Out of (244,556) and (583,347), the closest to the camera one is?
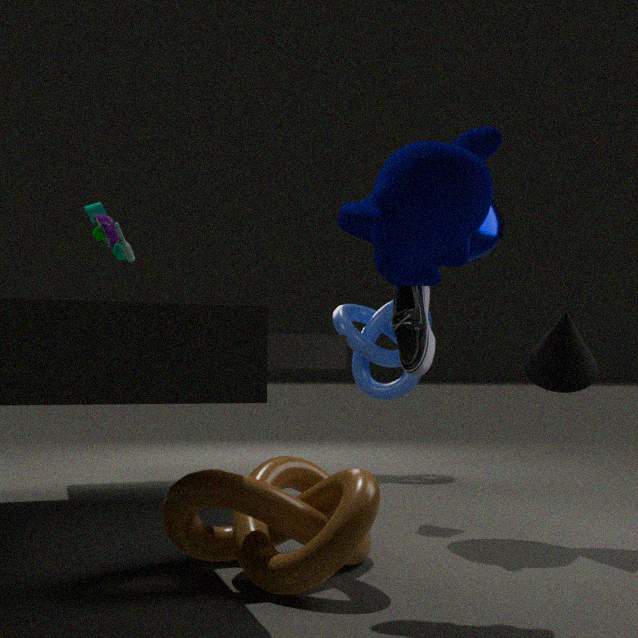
(244,556)
